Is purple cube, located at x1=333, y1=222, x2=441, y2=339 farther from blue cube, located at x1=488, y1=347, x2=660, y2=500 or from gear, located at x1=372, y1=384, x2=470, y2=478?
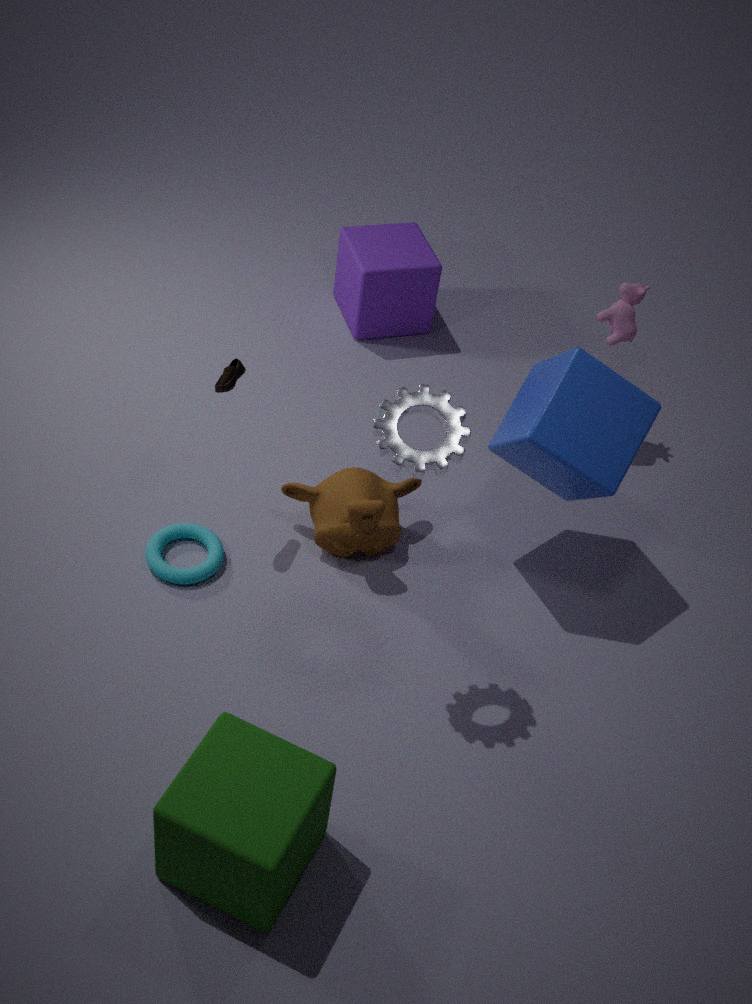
gear, located at x1=372, y1=384, x2=470, y2=478
